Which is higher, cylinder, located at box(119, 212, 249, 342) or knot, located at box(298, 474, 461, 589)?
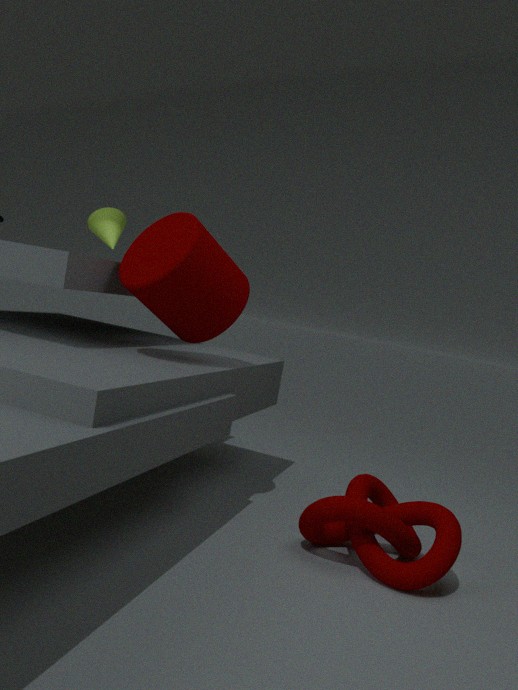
cylinder, located at box(119, 212, 249, 342)
